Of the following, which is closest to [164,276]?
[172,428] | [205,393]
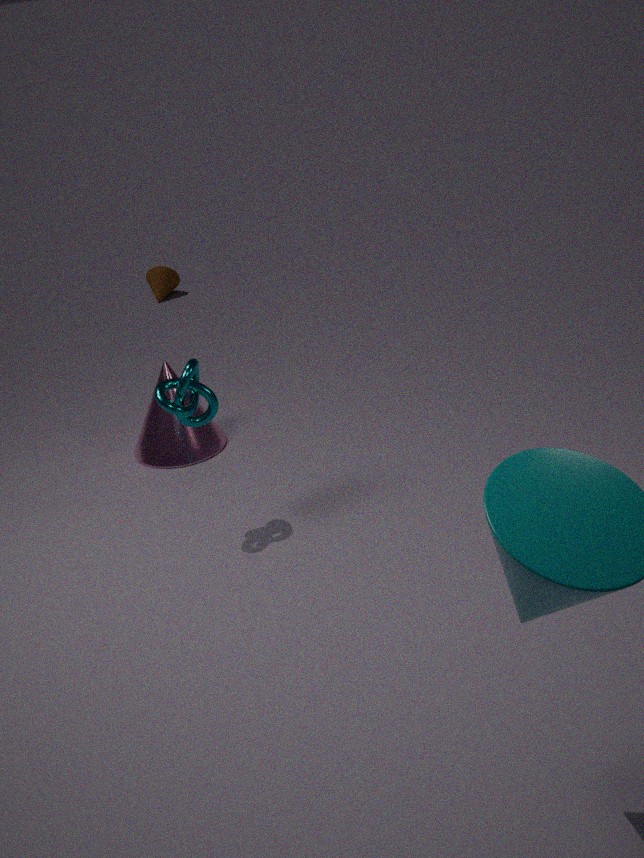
[172,428]
